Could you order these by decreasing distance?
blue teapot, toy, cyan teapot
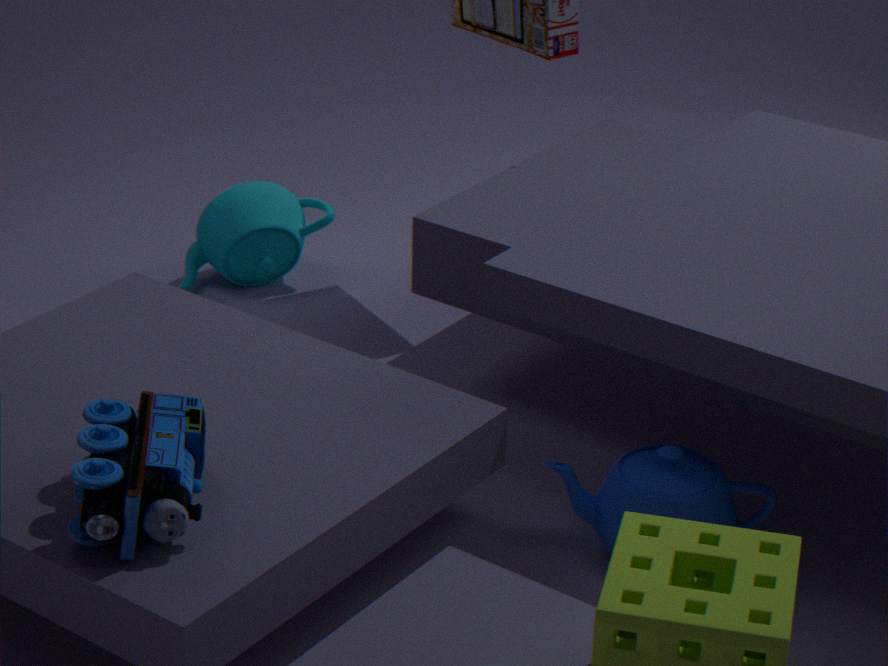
cyan teapot, blue teapot, toy
